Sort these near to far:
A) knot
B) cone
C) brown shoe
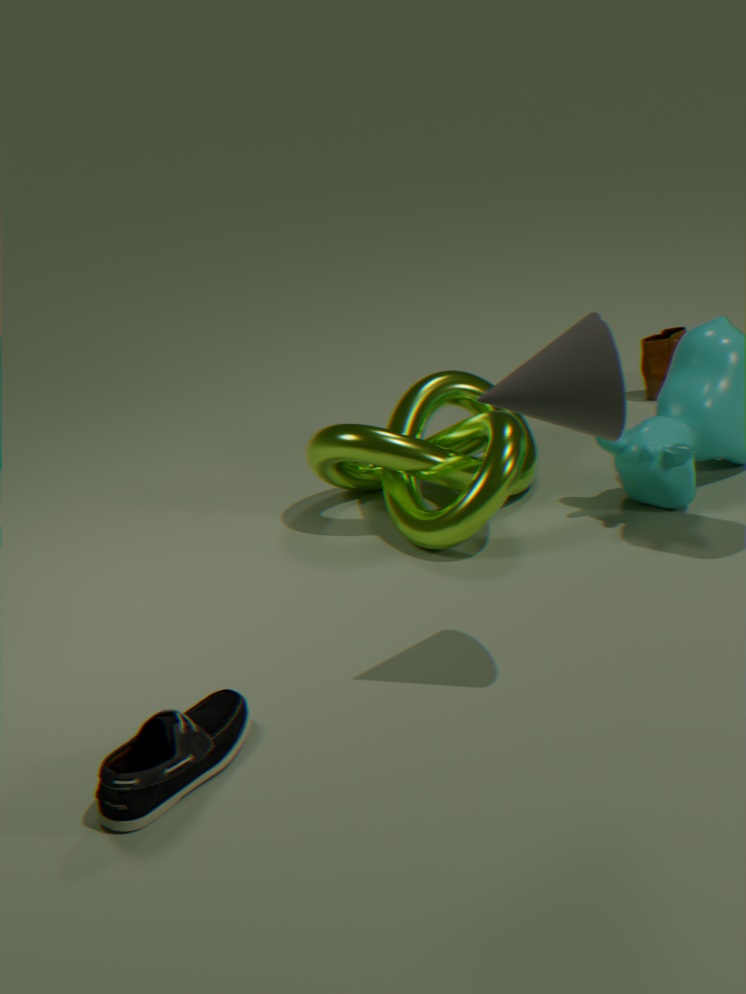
B. cone
A. knot
C. brown shoe
